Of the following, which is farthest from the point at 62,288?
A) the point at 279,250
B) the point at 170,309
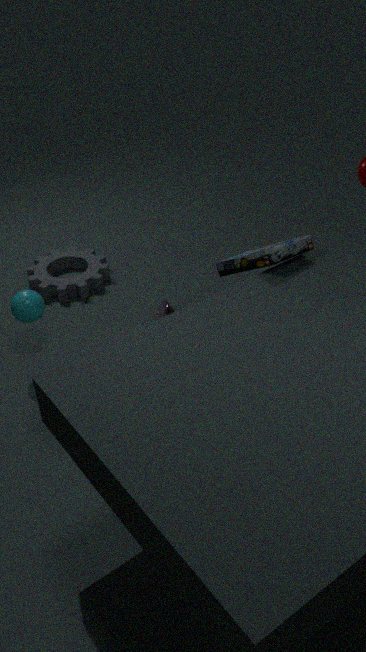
the point at 279,250
